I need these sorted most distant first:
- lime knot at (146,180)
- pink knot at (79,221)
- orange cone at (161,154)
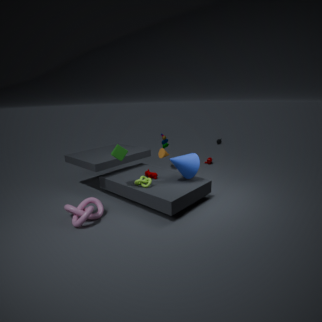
orange cone at (161,154) < lime knot at (146,180) < pink knot at (79,221)
